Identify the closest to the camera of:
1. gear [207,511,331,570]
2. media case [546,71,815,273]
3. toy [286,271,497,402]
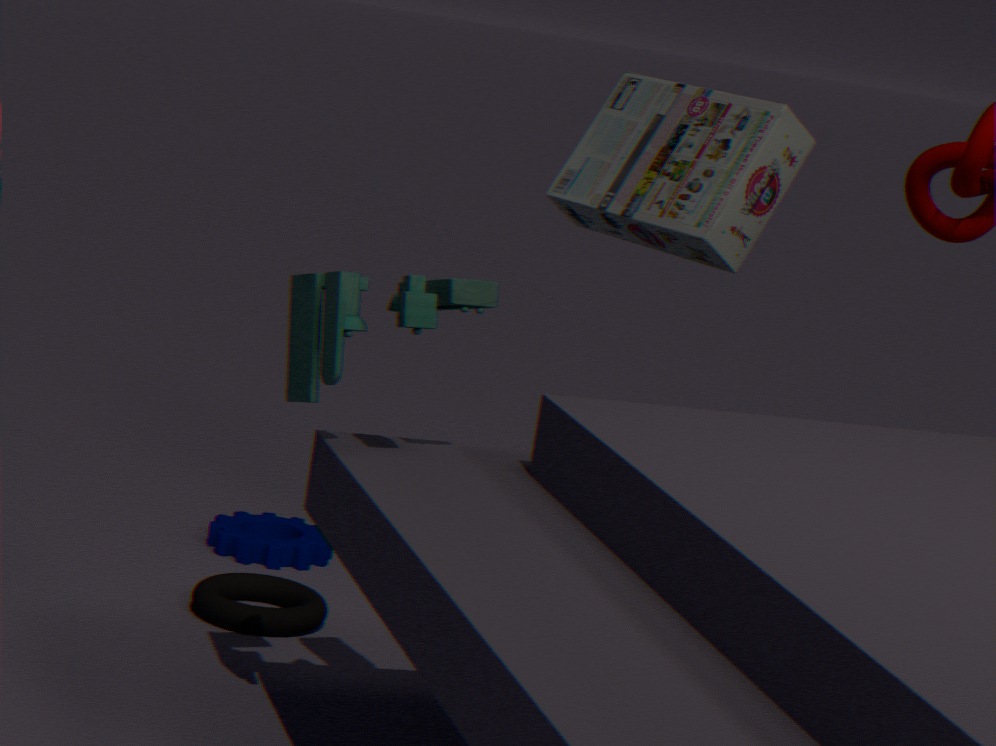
toy [286,271,497,402]
